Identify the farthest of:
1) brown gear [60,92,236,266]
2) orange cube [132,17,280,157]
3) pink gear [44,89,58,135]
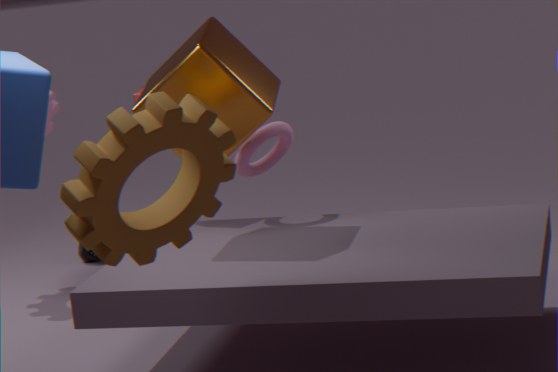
3. pink gear [44,89,58,135]
